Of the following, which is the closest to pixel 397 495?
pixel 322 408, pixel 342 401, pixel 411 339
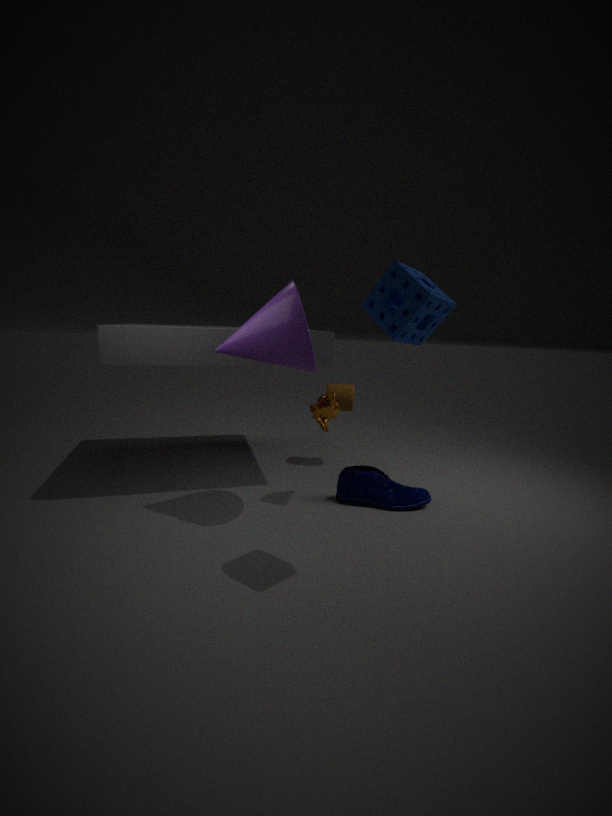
pixel 322 408
